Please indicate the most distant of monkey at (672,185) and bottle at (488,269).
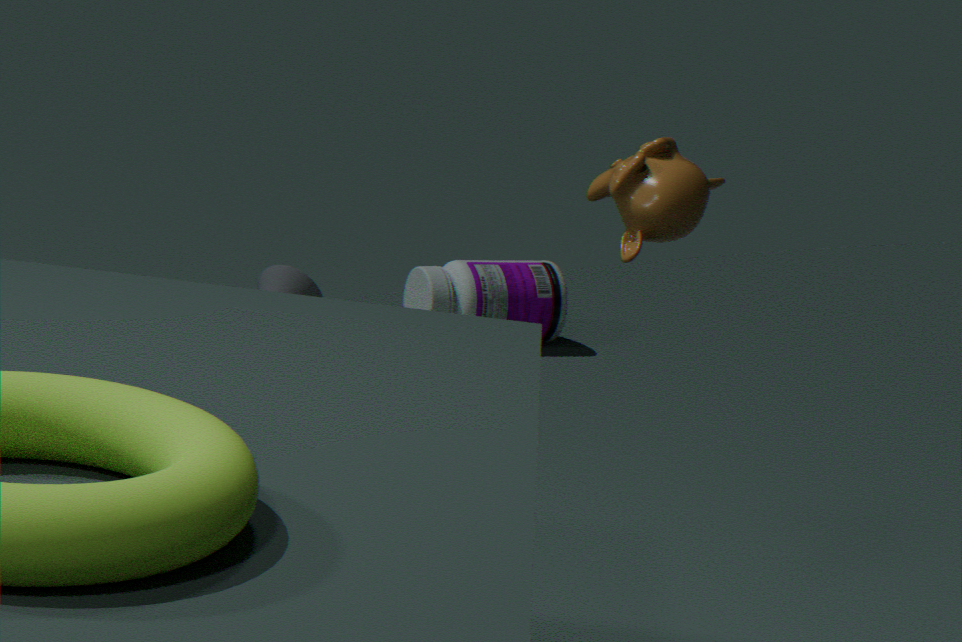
bottle at (488,269)
